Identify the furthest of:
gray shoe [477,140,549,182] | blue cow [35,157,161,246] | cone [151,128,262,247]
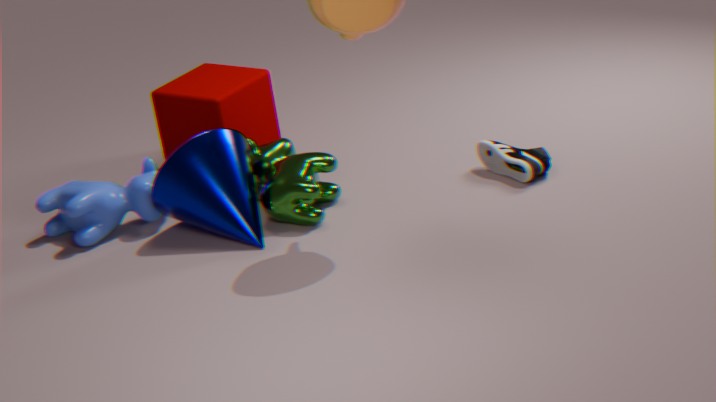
blue cow [35,157,161,246]
